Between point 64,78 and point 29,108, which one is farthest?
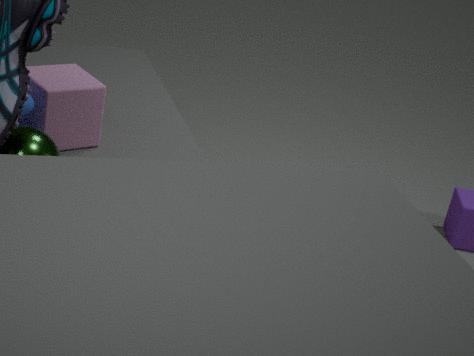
point 64,78
